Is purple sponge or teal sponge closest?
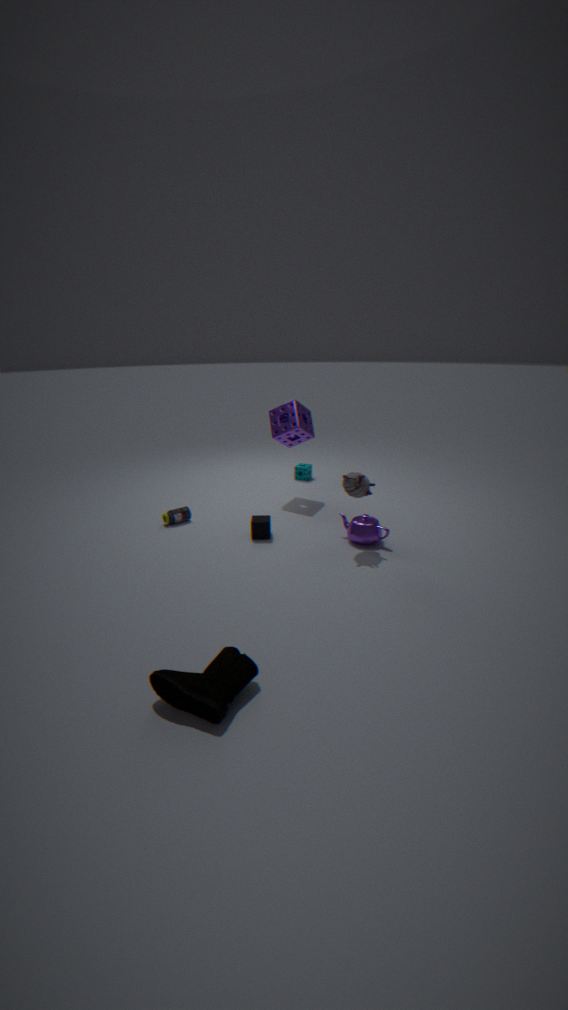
purple sponge
